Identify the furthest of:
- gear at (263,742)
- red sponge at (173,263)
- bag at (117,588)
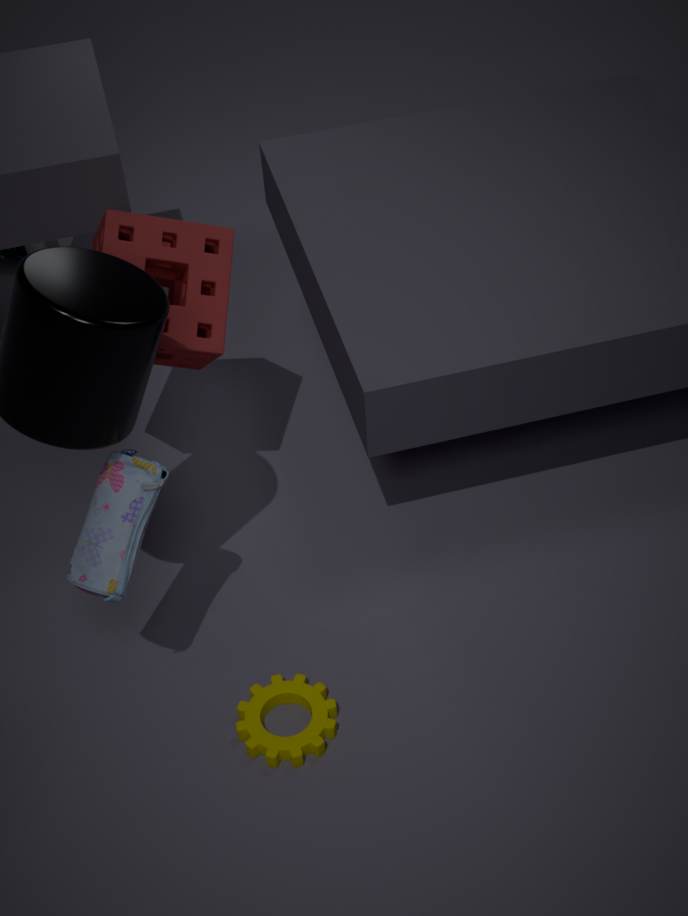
red sponge at (173,263)
